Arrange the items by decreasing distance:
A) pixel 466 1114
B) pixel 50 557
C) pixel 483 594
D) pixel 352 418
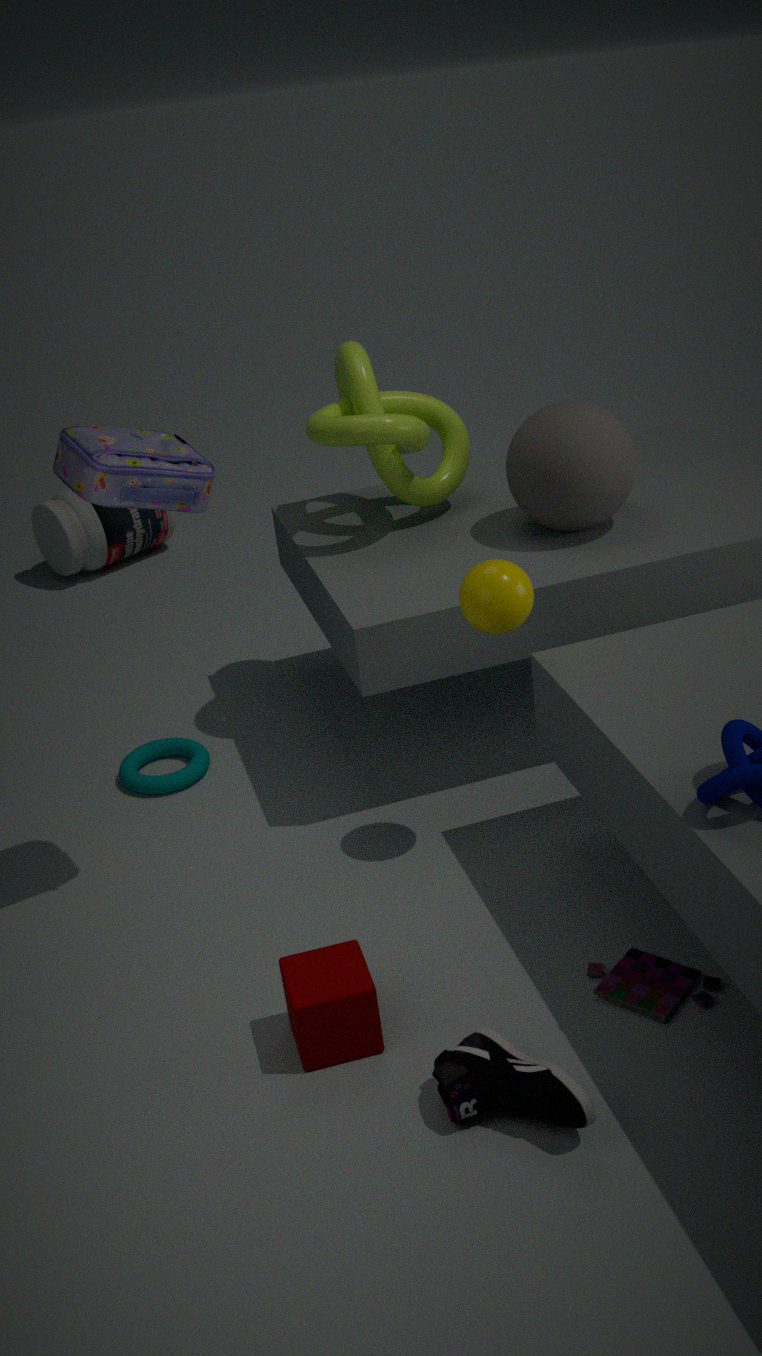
pixel 50 557, pixel 352 418, pixel 483 594, pixel 466 1114
